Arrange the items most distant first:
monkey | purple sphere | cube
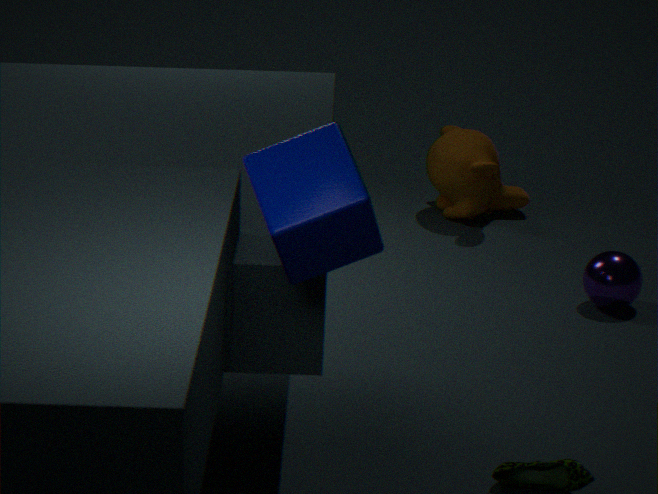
monkey
purple sphere
cube
